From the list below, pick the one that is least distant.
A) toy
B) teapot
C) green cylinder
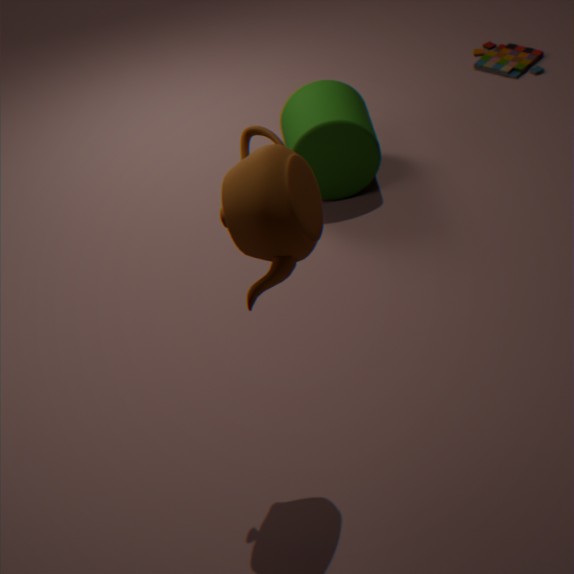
teapot
